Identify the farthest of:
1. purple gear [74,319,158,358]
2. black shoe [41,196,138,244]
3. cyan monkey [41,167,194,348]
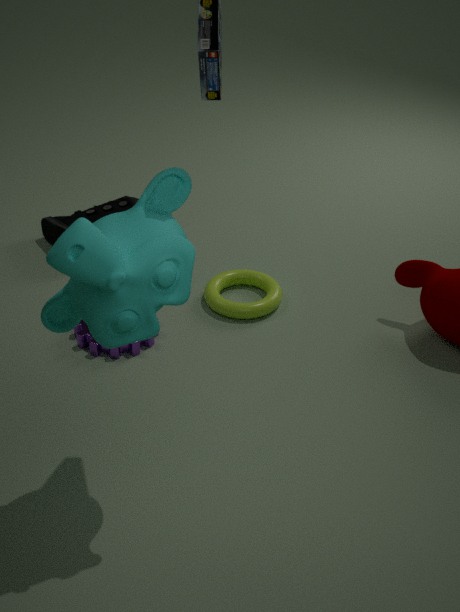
black shoe [41,196,138,244]
